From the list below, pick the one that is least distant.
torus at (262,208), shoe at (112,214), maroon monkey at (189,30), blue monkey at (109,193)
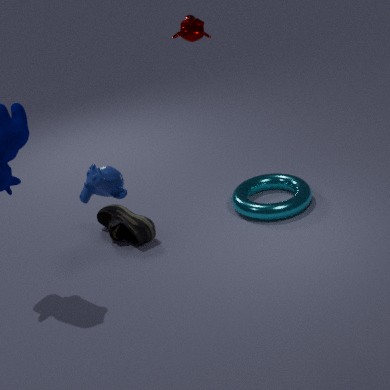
blue monkey at (109,193)
